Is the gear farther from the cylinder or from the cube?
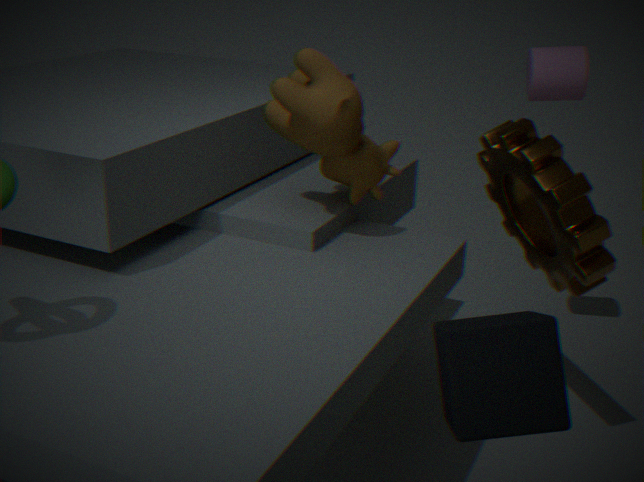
the cube
